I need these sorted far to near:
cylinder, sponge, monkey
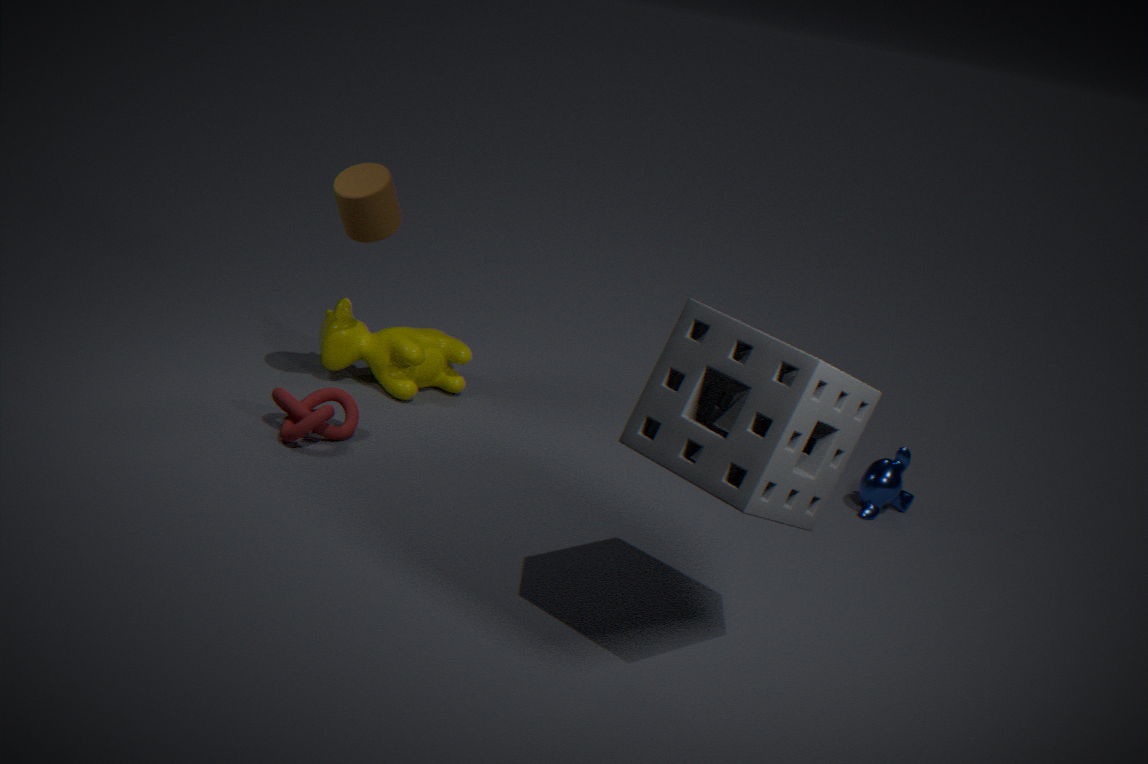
monkey → cylinder → sponge
